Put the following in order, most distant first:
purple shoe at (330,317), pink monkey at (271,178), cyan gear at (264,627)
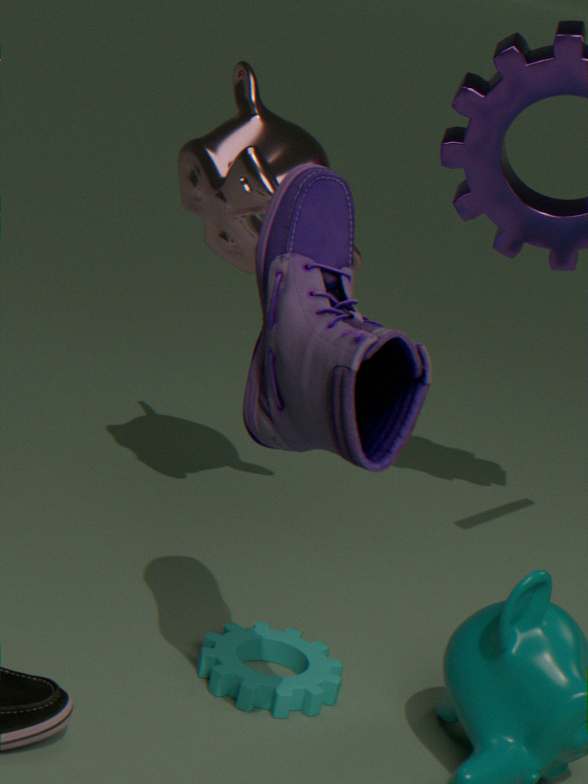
pink monkey at (271,178) → cyan gear at (264,627) → purple shoe at (330,317)
